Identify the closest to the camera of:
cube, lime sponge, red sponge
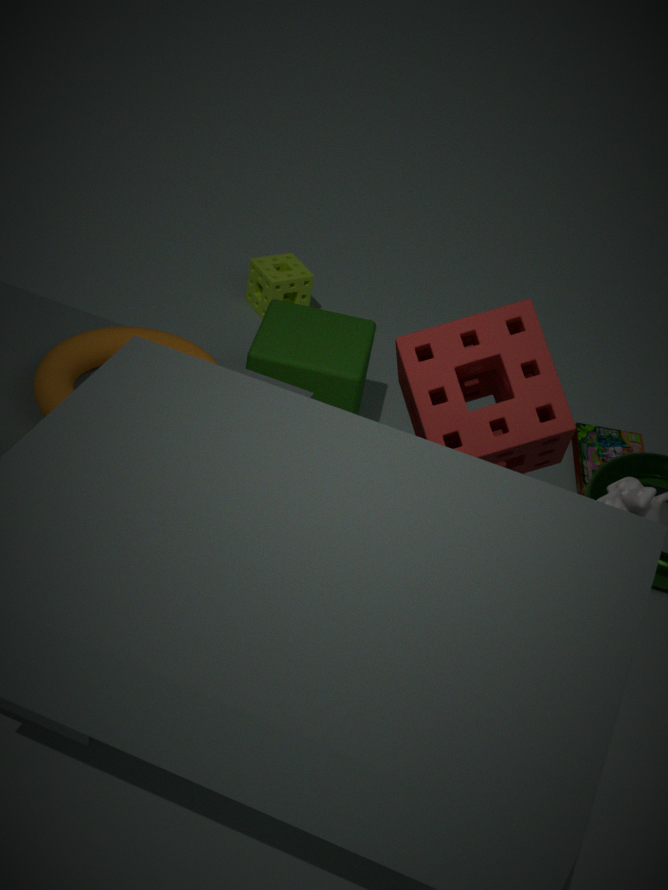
red sponge
